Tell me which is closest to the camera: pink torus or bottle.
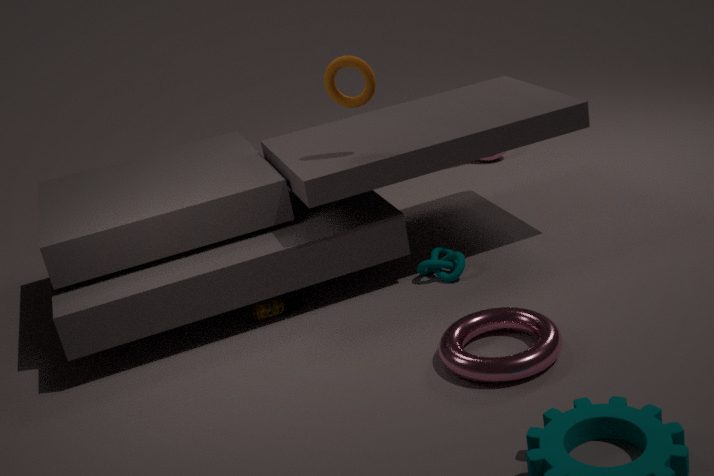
pink torus
